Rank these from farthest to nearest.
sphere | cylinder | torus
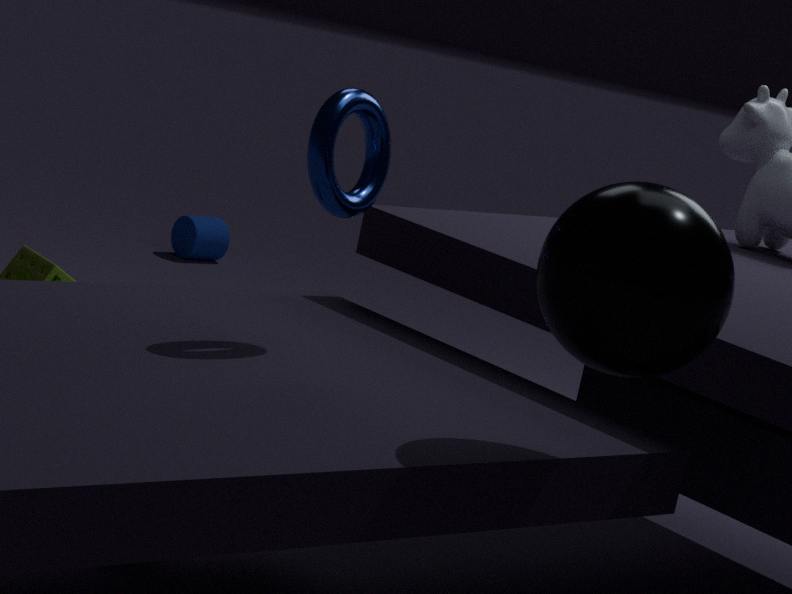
cylinder, torus, sphere
